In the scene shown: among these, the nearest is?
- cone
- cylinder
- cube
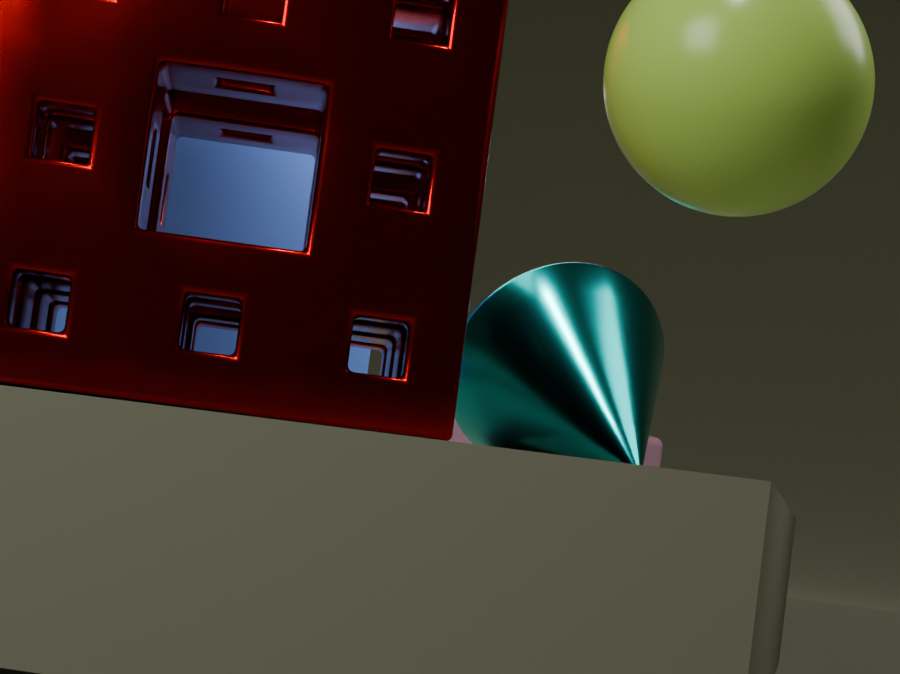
cone
